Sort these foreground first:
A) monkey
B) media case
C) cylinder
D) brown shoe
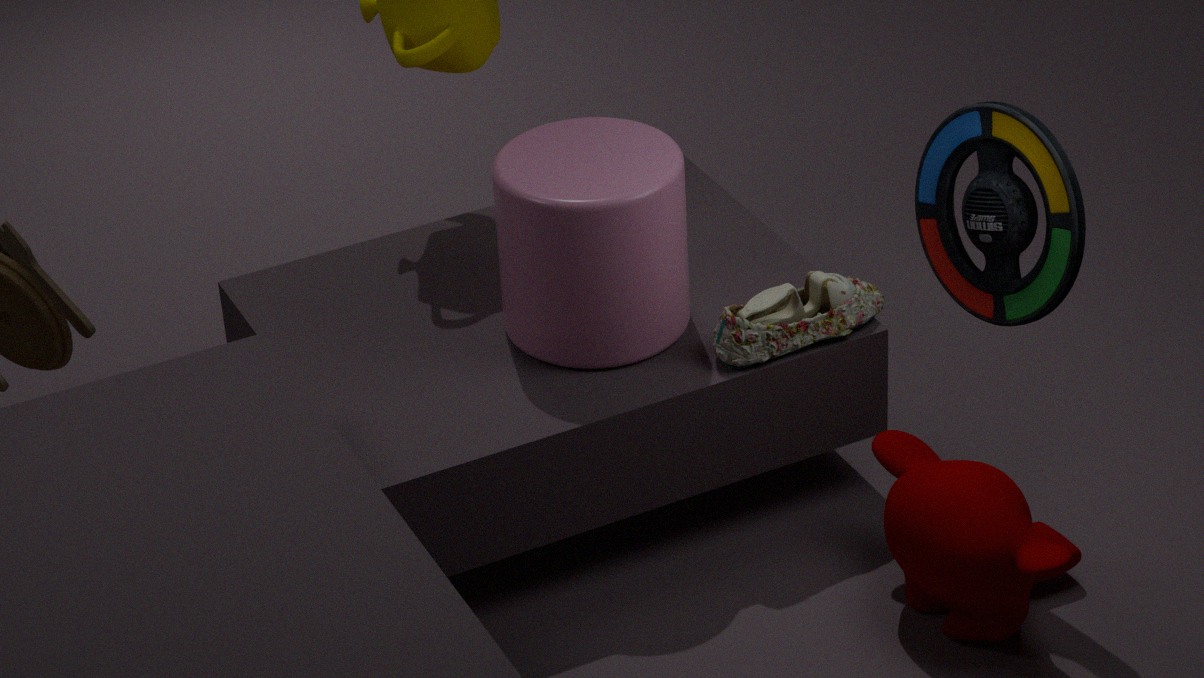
media case, monkey, cylinder, brown shoe
